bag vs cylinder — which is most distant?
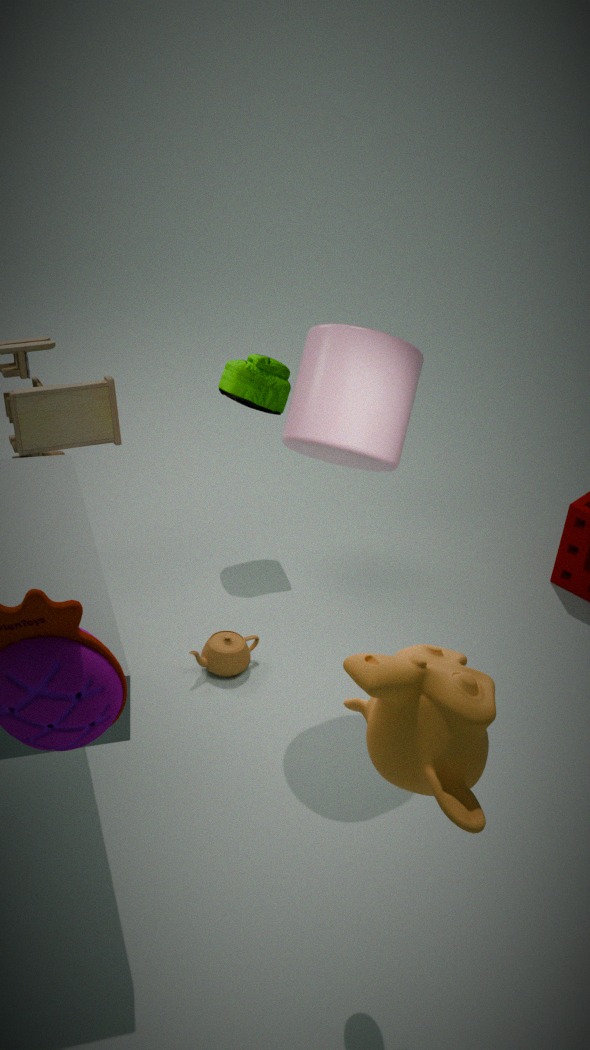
bag
